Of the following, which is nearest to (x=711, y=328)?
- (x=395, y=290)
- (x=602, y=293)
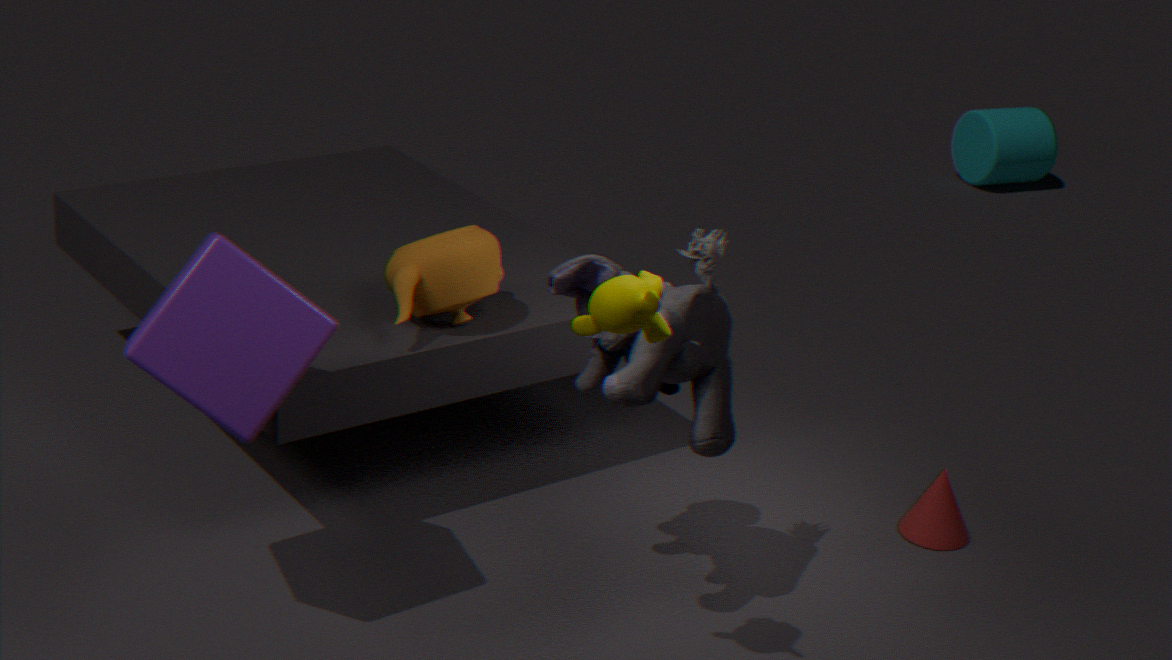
(x=602, y=293)
